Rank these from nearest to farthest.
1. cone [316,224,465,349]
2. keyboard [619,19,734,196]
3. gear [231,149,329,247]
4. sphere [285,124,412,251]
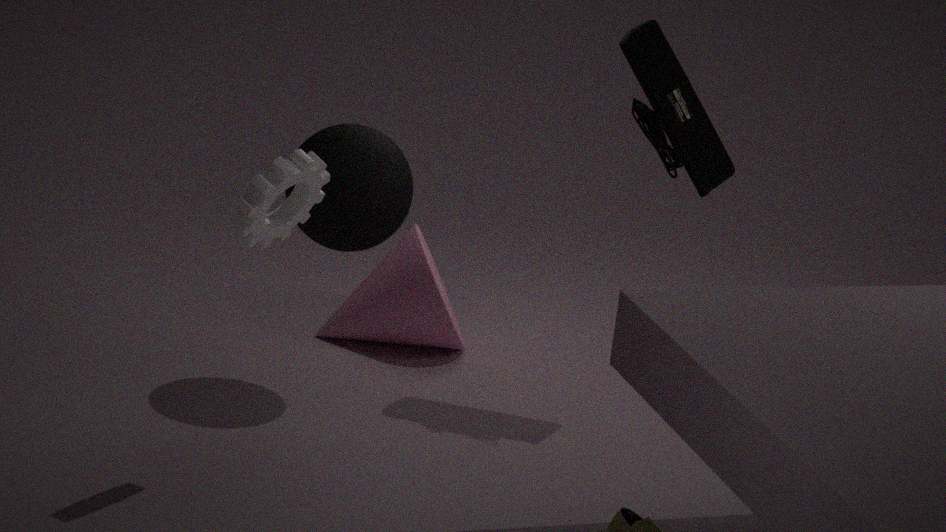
1. gear [231,149,329,247]
2. sphere [285,124,412,251]
3. keyboard [619,19,734,196]
4. cone [316,224,465,349]
